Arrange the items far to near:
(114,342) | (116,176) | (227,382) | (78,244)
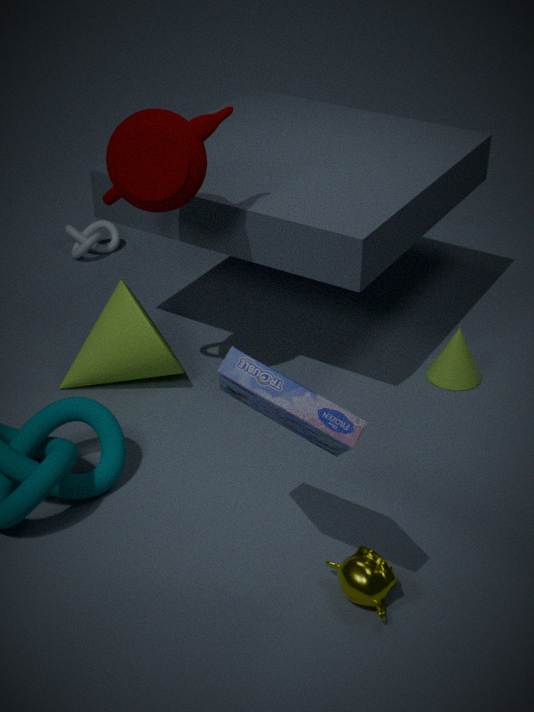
(78,244) < (114,342) < (116,176) < (227,382)
